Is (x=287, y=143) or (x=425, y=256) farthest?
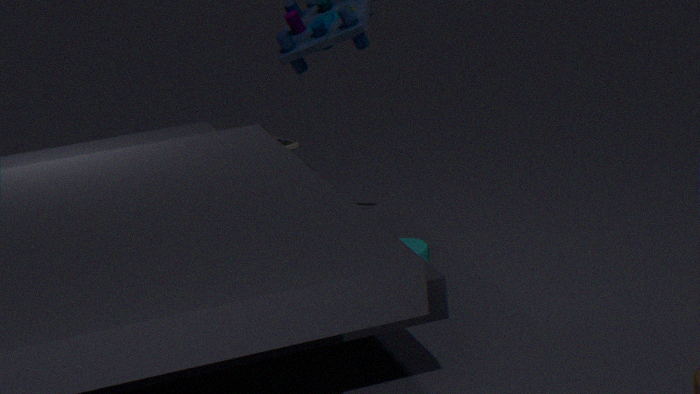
(x=287, y=143)
